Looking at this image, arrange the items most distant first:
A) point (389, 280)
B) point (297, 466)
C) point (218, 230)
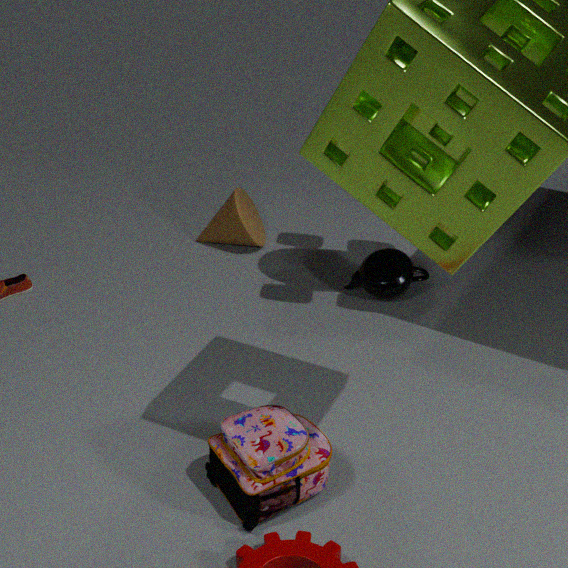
point (218, 230) → point (389, 280) → point (297, 466)
